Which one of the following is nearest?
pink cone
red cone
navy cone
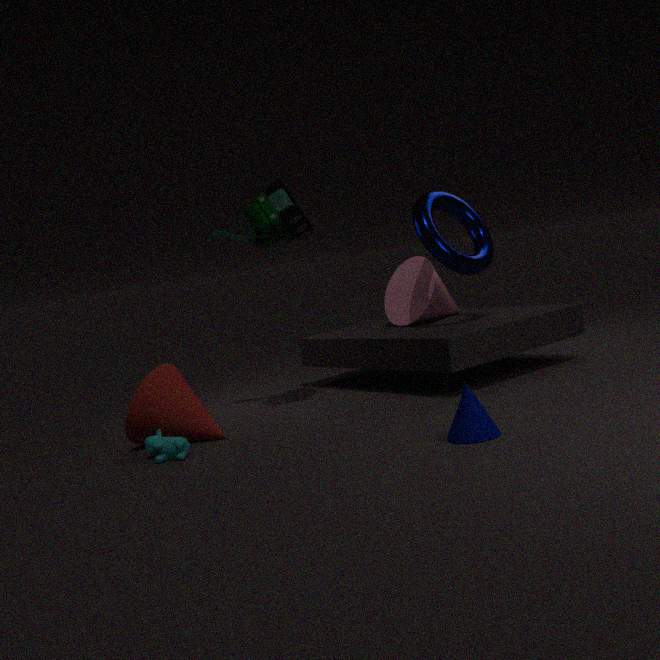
navy cone
